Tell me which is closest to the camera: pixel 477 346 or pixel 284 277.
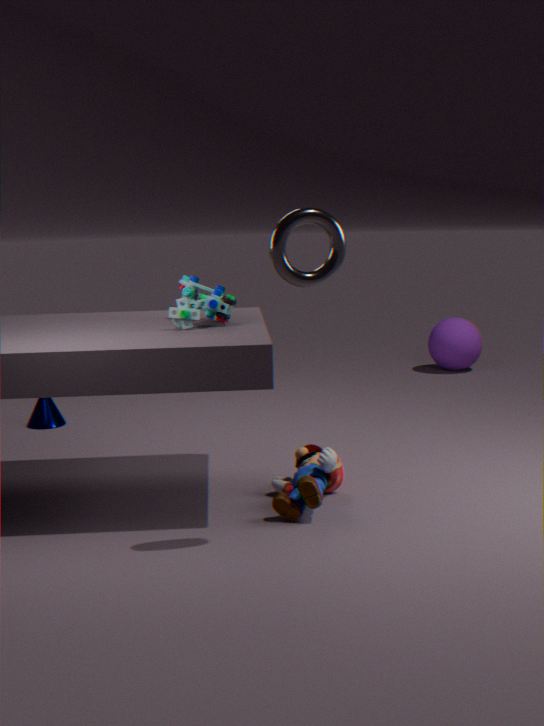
pixel 284 277
